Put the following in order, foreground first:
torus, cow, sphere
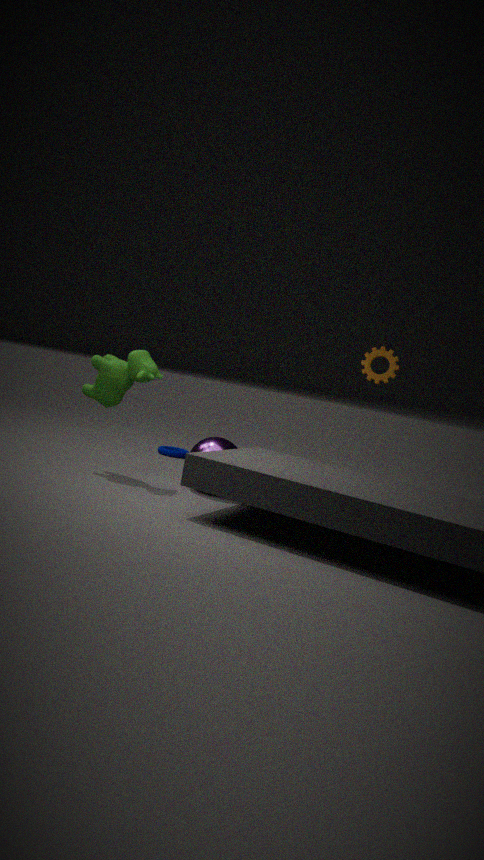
cow → sphere → torus
